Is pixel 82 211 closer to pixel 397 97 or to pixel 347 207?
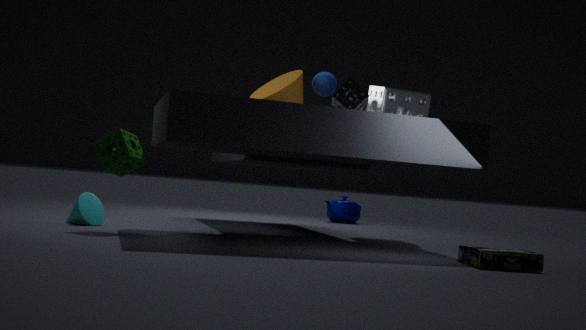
pixel 397 97
